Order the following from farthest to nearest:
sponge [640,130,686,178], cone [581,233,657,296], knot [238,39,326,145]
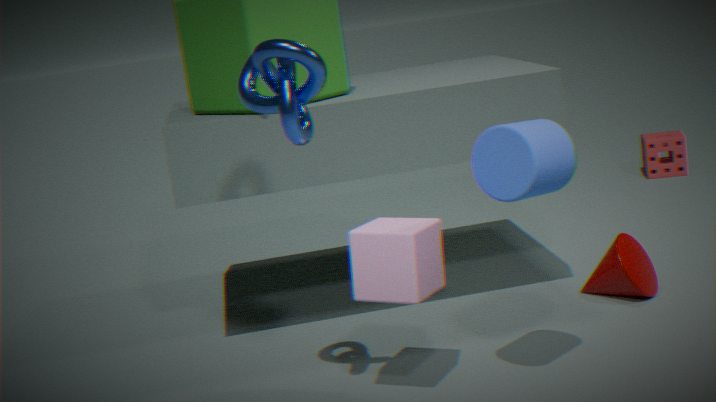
sponge [640,130,686,178]
cone [581,233,657,296]
knot [238,39,326,145]
